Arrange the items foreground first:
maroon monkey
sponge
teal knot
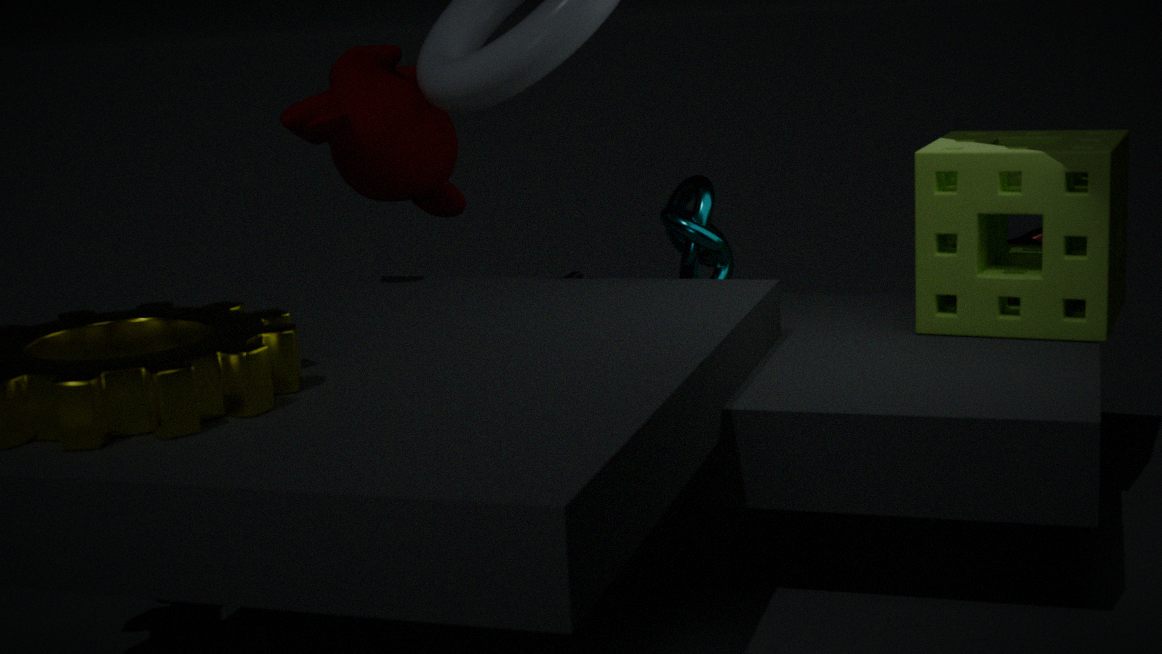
sponge → maroon monkey → teal knot
